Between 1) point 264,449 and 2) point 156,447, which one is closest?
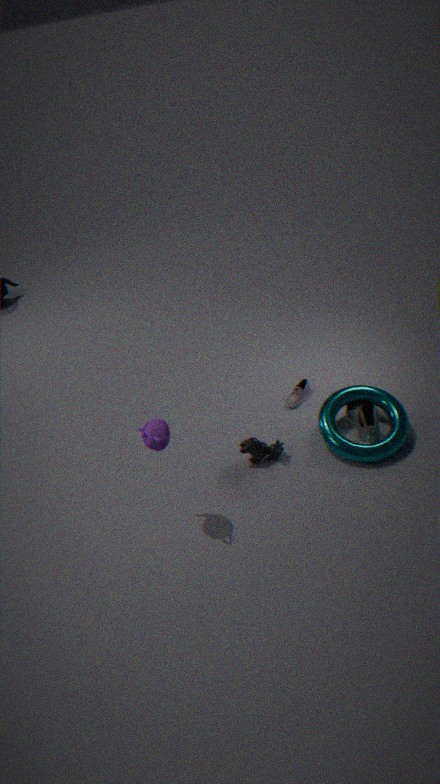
2. point 156,447
